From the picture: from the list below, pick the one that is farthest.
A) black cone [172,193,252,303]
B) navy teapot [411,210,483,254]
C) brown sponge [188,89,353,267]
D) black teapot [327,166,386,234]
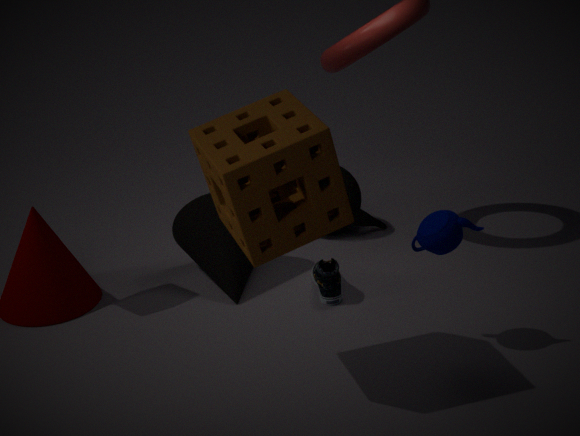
black teapot [327,166,386,234]
